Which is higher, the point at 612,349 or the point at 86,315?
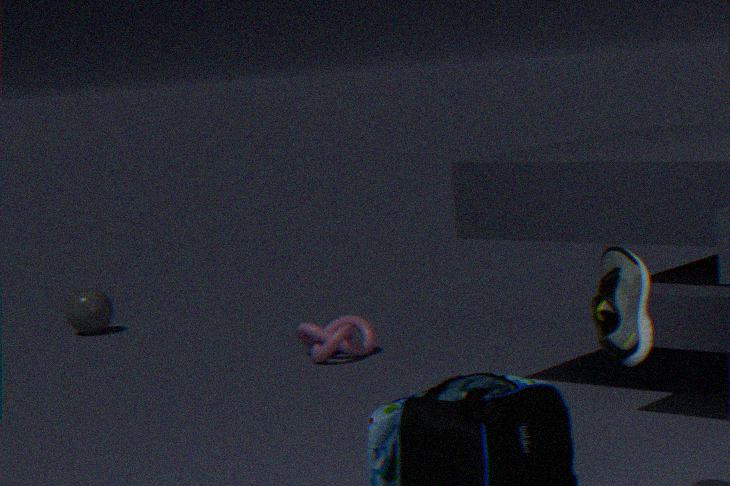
the point at 612,349
